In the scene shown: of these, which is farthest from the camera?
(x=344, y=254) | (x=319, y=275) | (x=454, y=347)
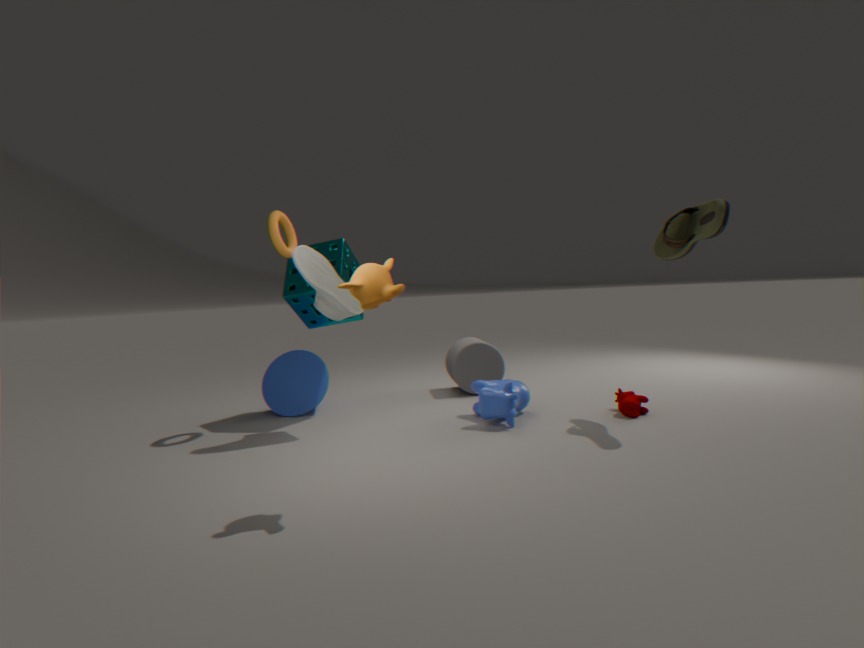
(x=454, y=347)
